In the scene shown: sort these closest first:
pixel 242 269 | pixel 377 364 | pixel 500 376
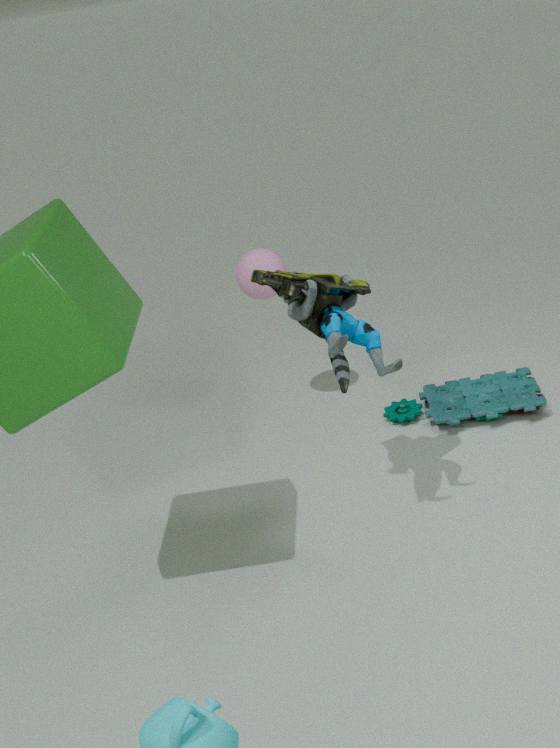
pixel 377 364
pixel 242 269
pixel 500 376
